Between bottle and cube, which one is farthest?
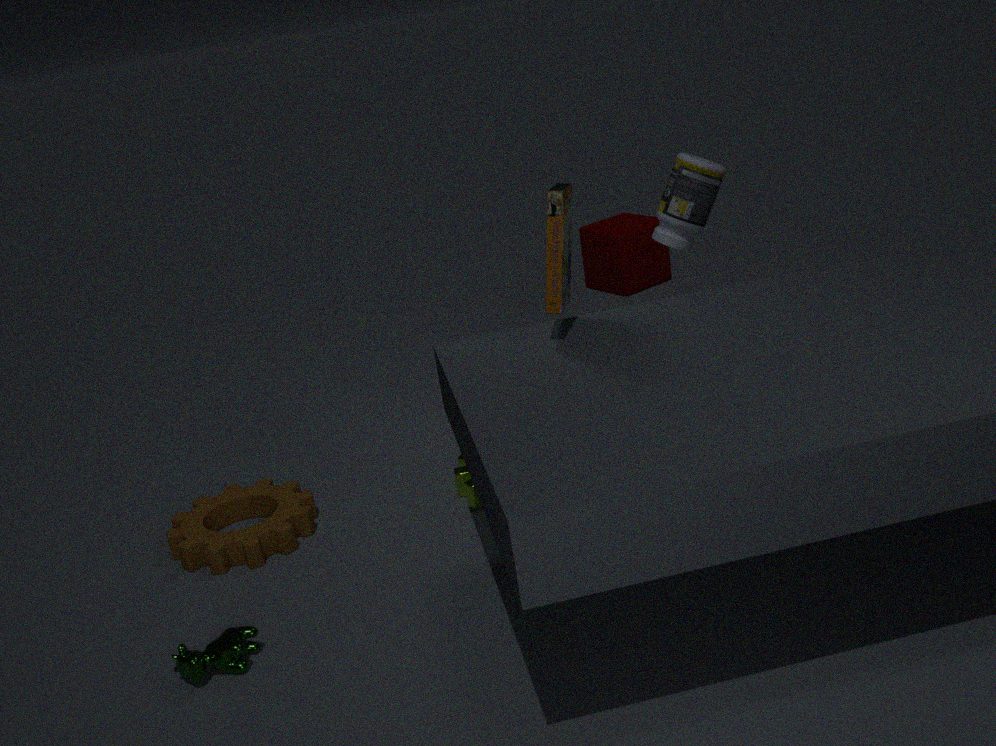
cube
